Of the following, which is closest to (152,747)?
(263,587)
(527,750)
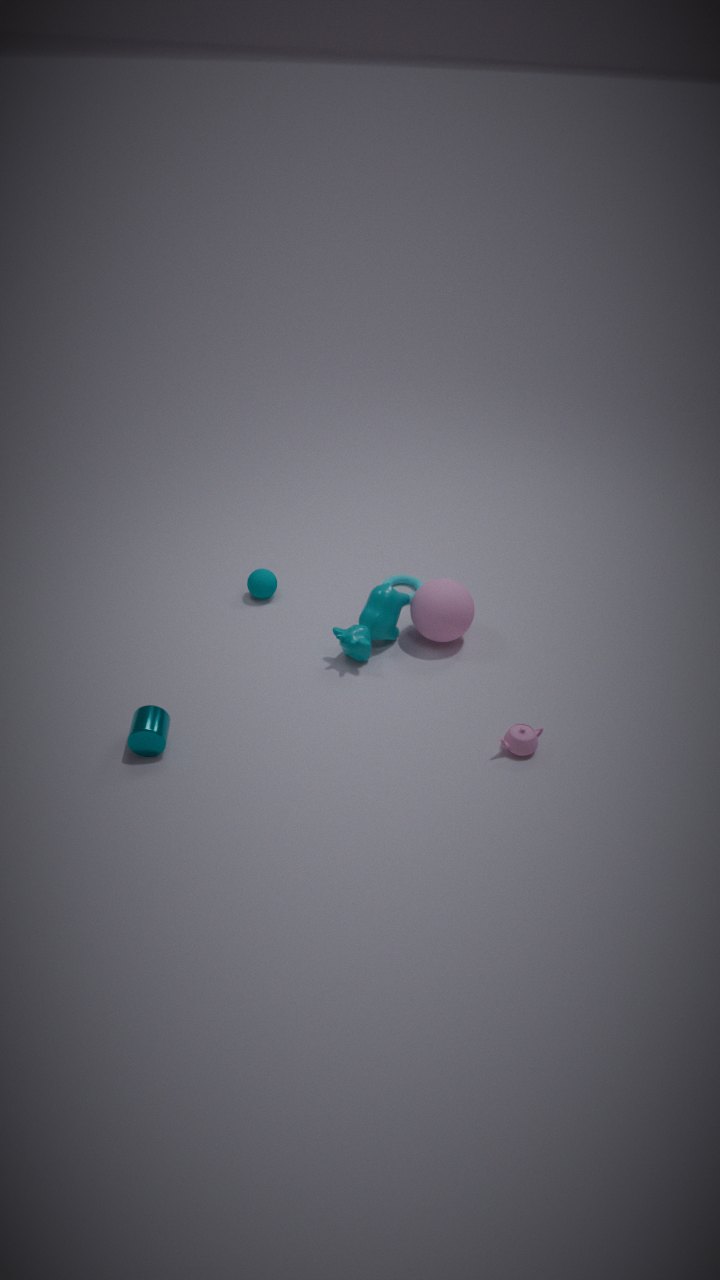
(263,587)
